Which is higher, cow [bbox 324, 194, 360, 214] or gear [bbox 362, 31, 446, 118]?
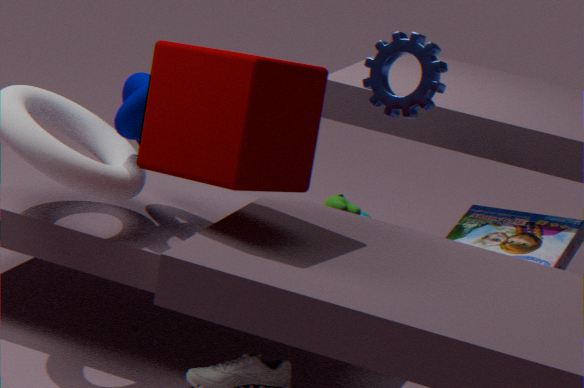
gear [bbox 362, 31, 446, 118]
